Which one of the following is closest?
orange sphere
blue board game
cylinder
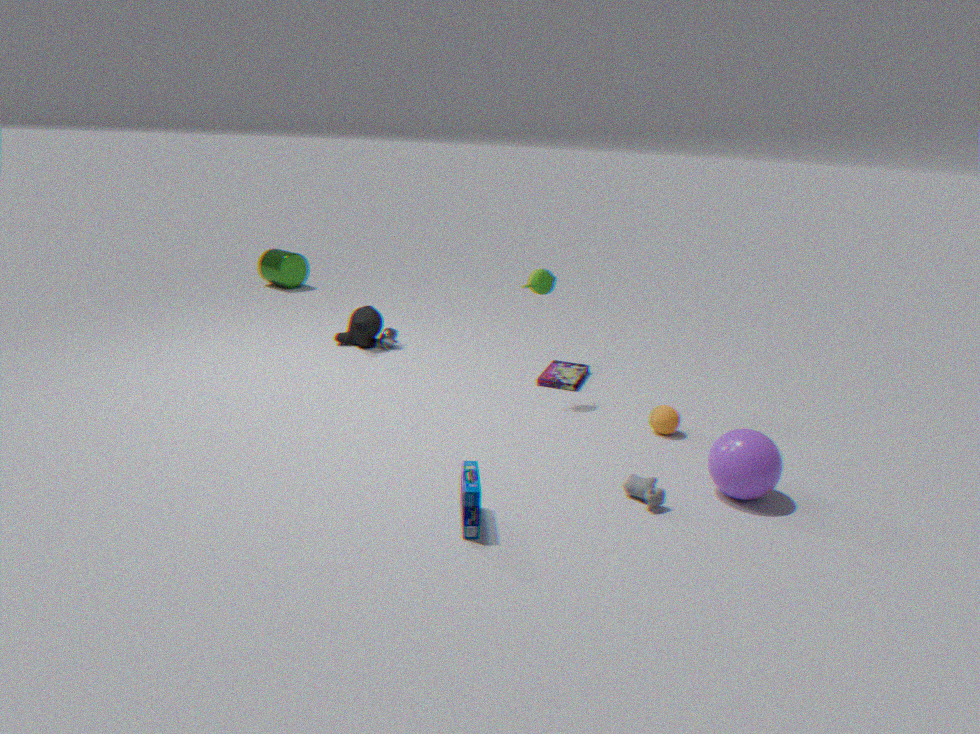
blue board game
